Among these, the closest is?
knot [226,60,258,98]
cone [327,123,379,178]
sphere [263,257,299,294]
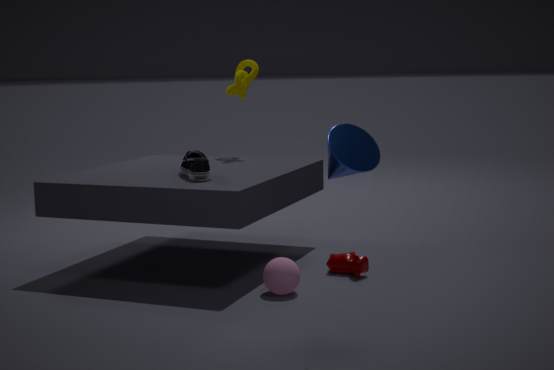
cone [327,123,379,178]
